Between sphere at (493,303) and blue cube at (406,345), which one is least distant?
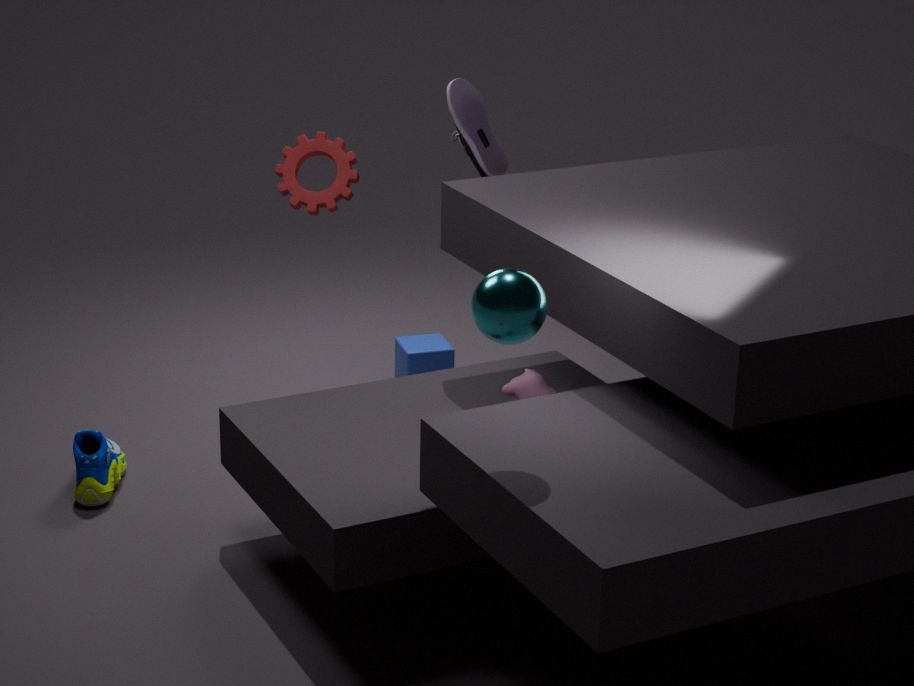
sphere at (493,303)
